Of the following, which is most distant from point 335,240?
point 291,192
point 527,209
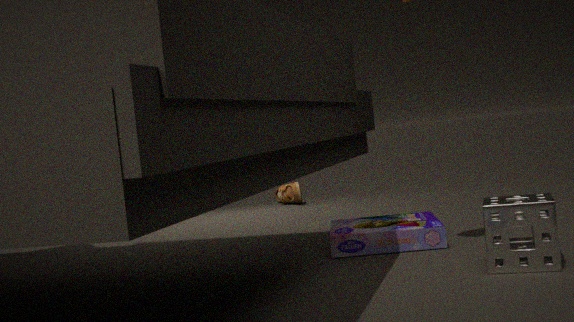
point 291,192
